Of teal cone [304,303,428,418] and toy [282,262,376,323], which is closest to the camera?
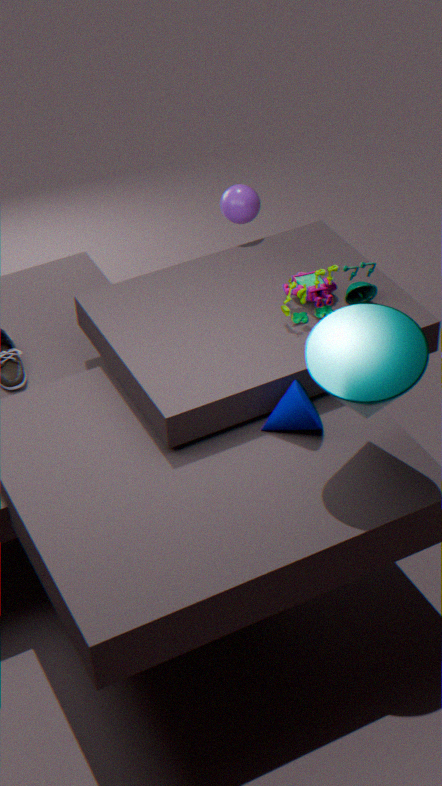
teal cone [304,303,428,418]
